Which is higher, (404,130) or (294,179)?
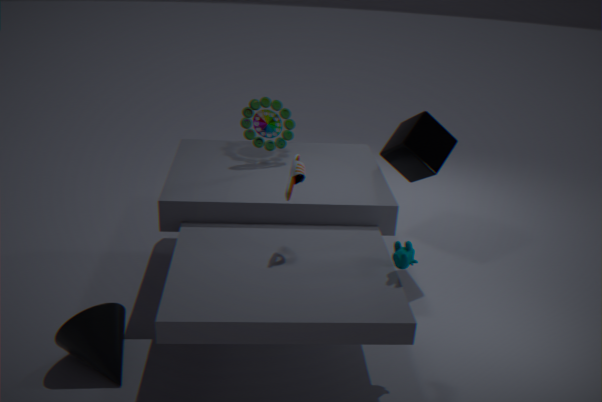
(294,179)
